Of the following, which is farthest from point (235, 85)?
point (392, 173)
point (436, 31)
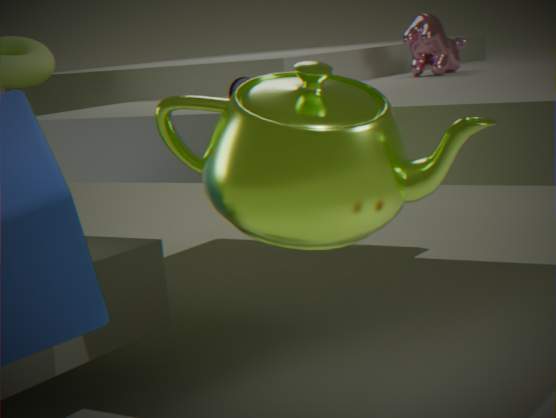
point (436, 31)
